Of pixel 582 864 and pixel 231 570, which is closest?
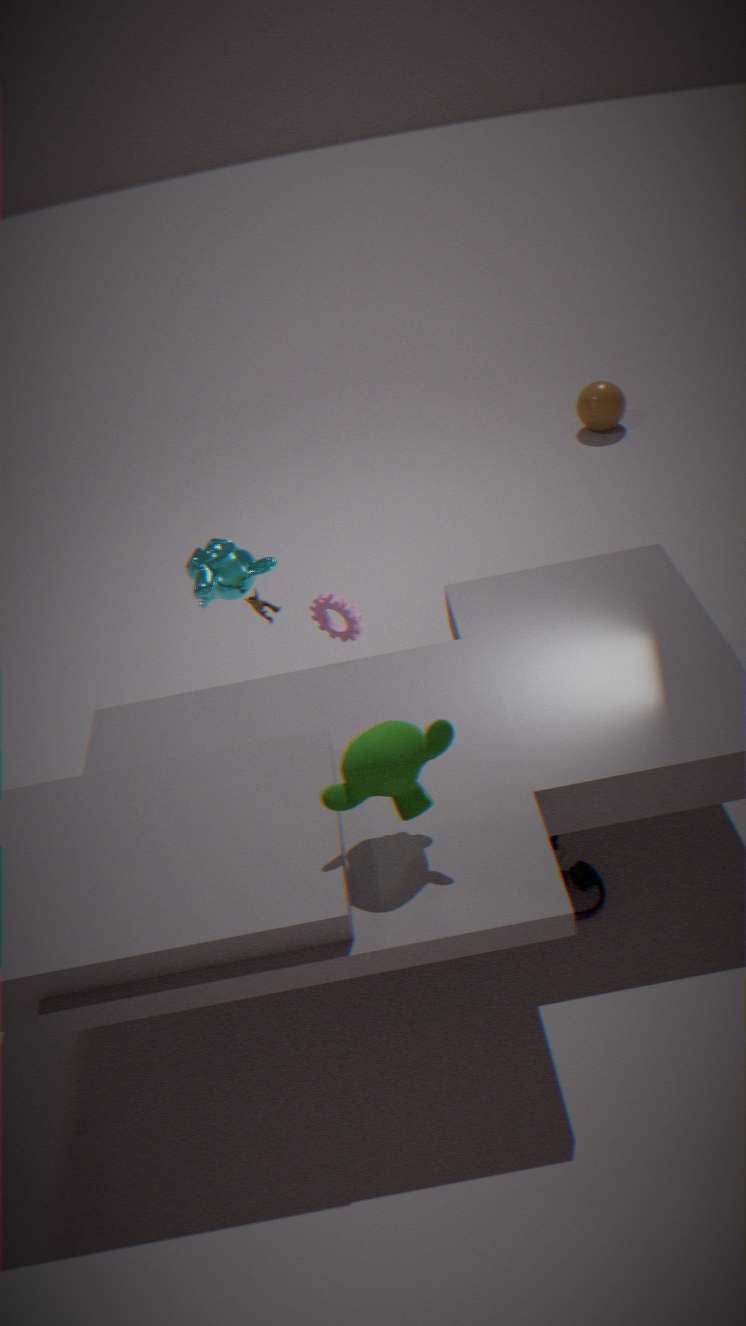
pixel 582 864
